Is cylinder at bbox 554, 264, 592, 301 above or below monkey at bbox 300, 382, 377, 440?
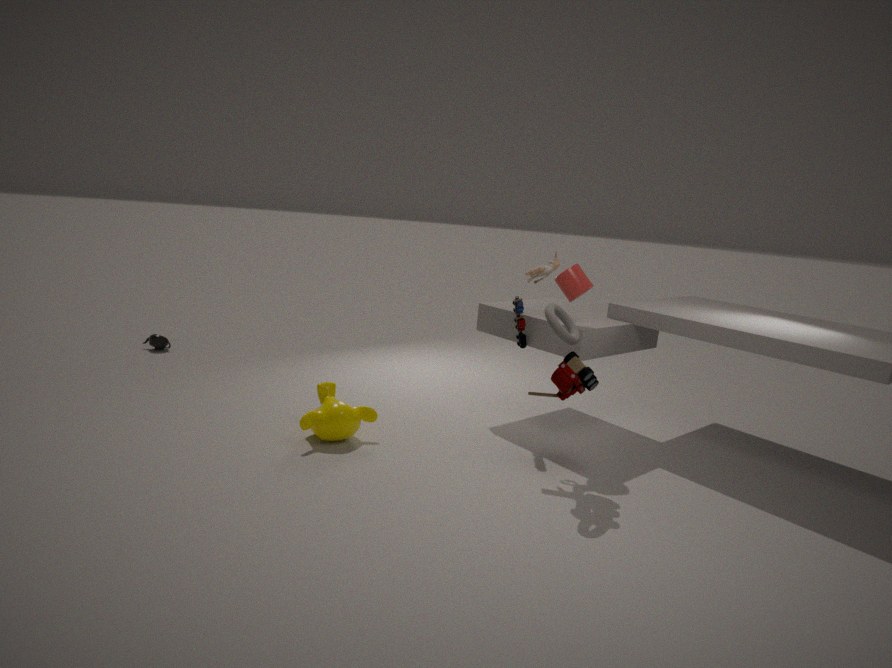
above
